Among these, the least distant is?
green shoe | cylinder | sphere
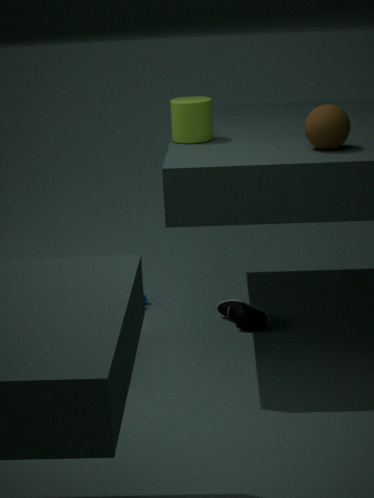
sphere
